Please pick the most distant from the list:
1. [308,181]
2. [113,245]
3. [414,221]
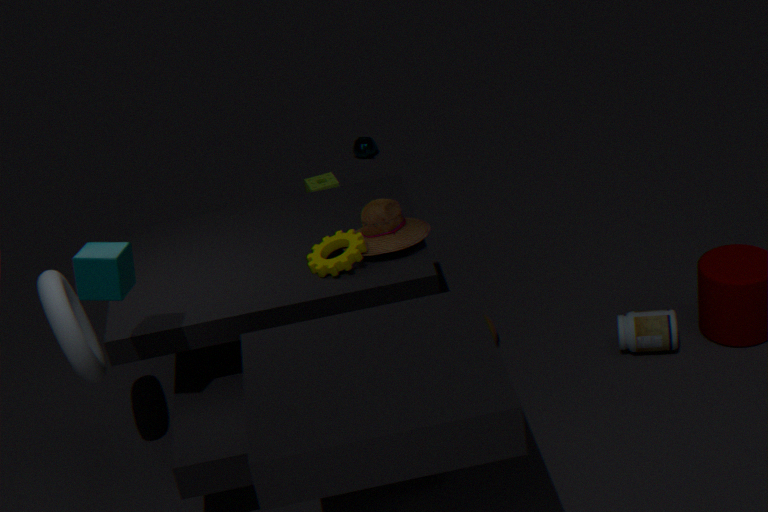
[308,181]
